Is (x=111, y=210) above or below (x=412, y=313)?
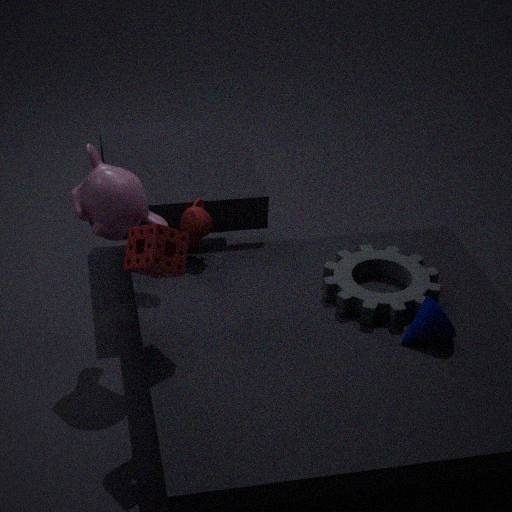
above
